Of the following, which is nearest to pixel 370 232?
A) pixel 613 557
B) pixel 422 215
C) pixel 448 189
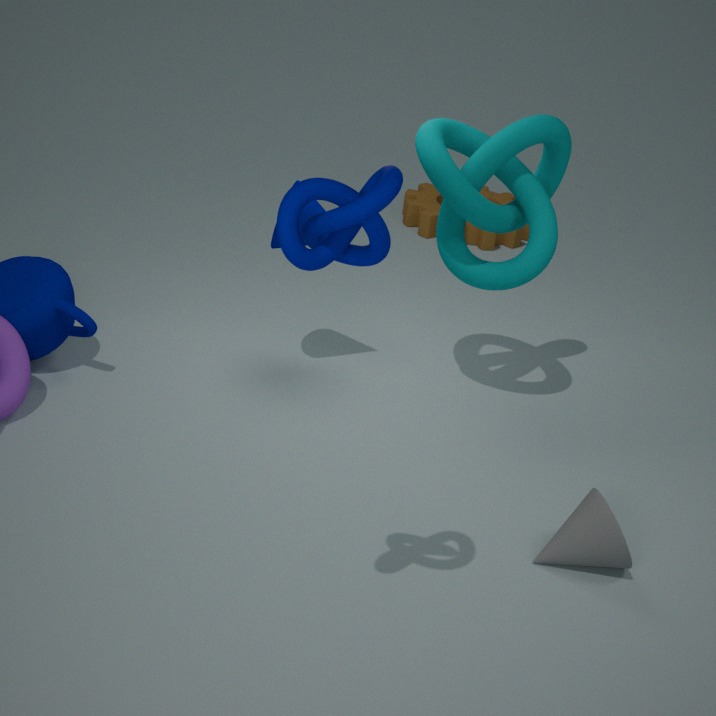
pixel 613 557
